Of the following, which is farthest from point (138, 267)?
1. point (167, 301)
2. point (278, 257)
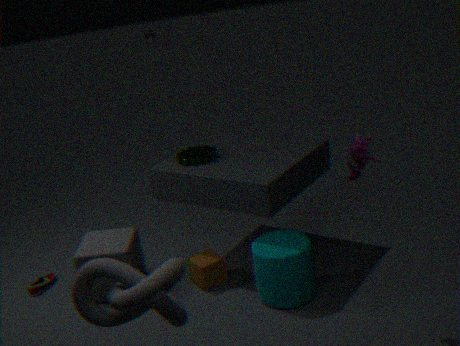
point (167, 301)
